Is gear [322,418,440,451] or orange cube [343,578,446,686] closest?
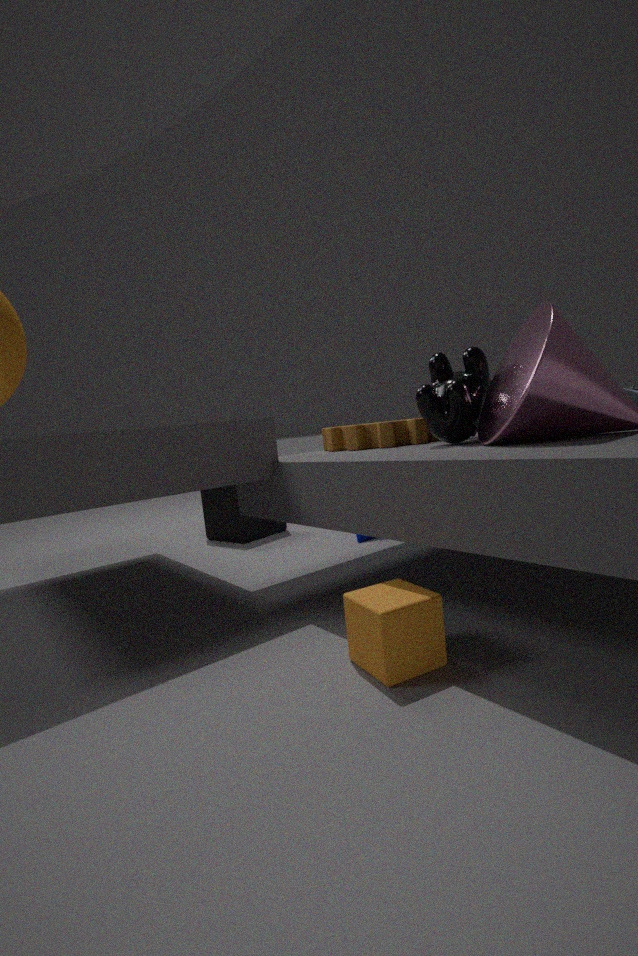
orange cube [343,578,446,686]
